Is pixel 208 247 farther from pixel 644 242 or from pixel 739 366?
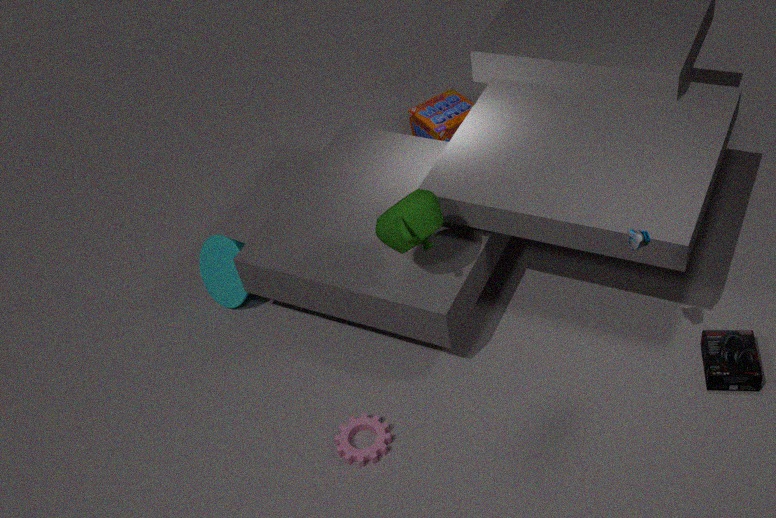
pixel 739 366
